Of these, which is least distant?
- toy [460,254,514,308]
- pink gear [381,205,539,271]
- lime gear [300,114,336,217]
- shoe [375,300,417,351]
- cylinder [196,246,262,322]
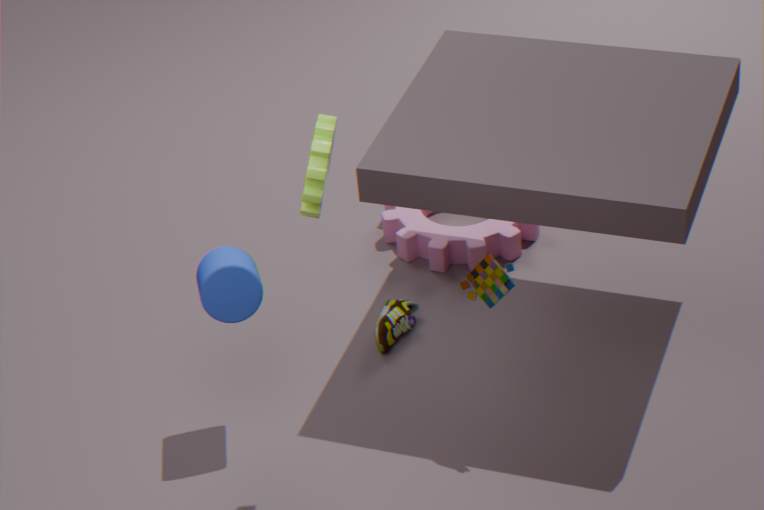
lime gear [300,114,336,217]
